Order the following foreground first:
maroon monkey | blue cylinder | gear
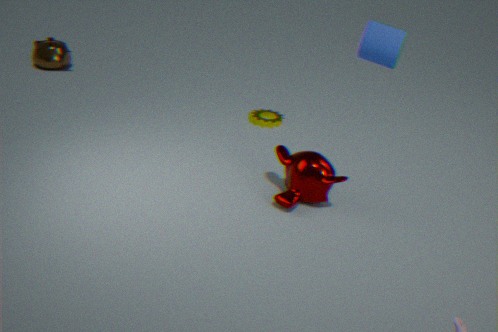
blue cylinder
maroon monkey
gear
